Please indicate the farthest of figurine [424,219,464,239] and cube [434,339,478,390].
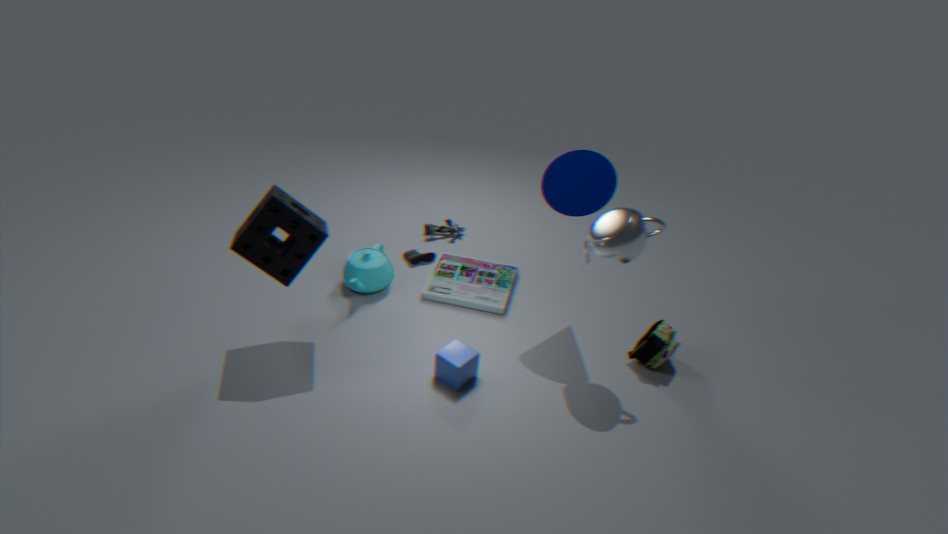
figurine [424,219,464,239]
